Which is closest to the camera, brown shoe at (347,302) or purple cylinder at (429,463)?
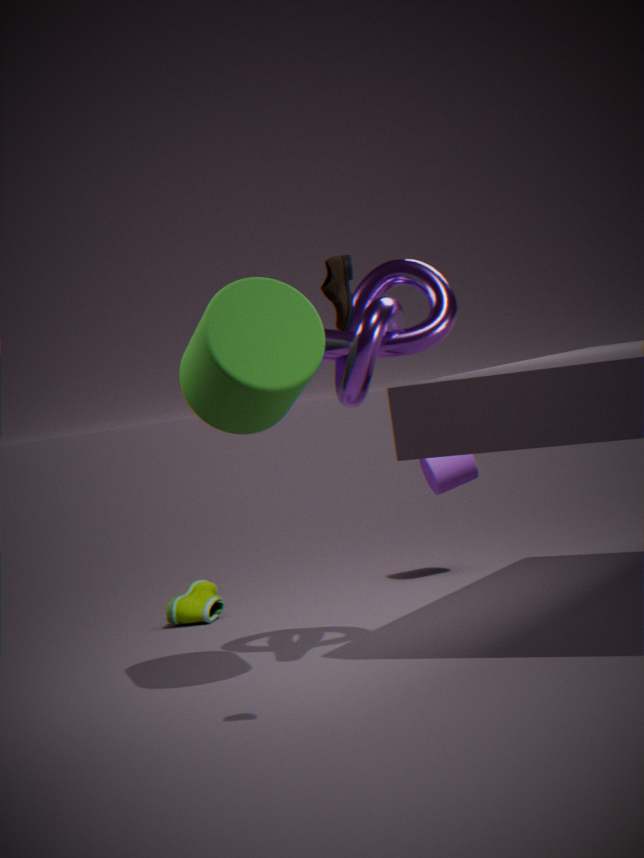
brown shoe at (347,302)
